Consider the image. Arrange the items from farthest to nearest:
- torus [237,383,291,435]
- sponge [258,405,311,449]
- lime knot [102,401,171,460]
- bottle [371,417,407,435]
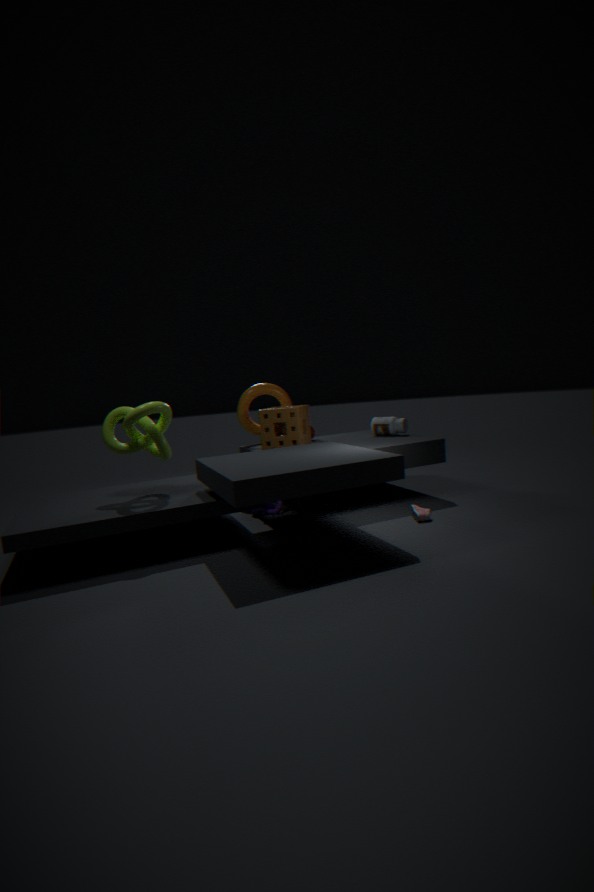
torus [237,383,291,435] → bottle [371,417,407,435] → sponge [258,405,311,449] → lime knot [102,401,171,460]
